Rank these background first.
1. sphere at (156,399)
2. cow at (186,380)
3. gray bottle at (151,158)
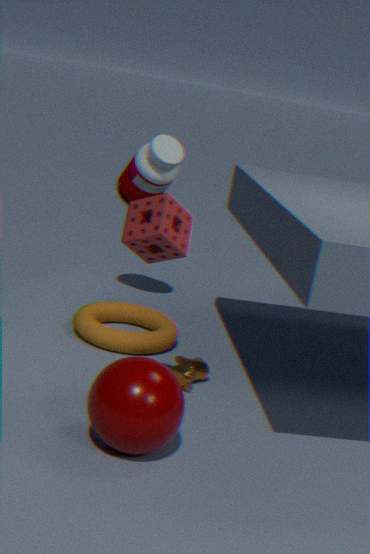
gray bottle at (151,158), cow at (186,380), sphere at (156,399)
